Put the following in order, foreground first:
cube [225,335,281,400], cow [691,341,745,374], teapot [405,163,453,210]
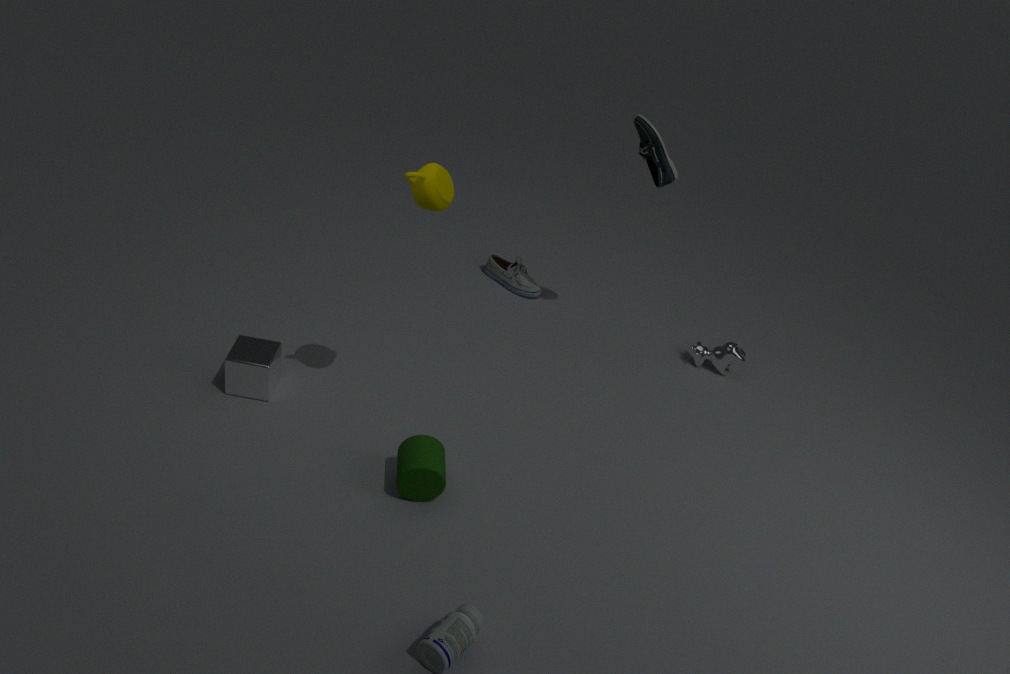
teapot [405,163,453,210], cube [225,335,281,400], cow [691,341,745,374]
